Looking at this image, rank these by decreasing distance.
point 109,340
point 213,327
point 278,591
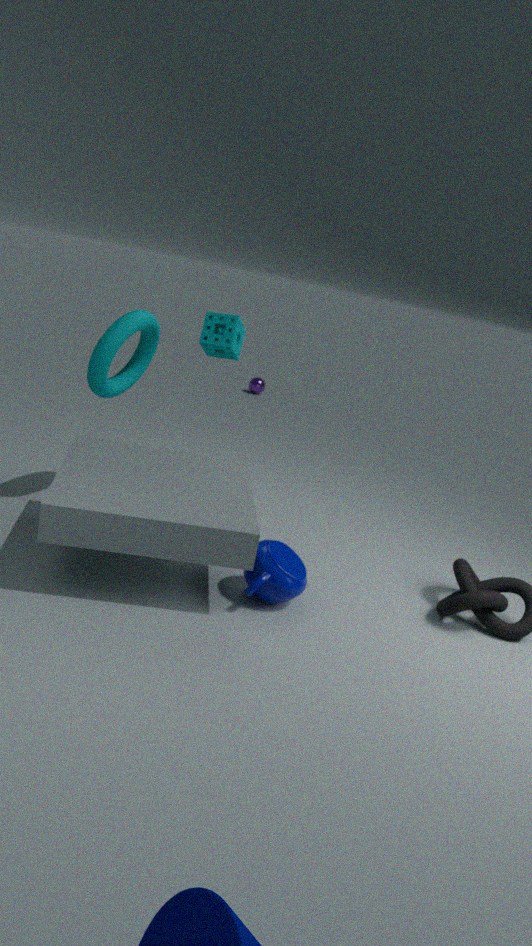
point 213,327
point 109,340
point 278,591
